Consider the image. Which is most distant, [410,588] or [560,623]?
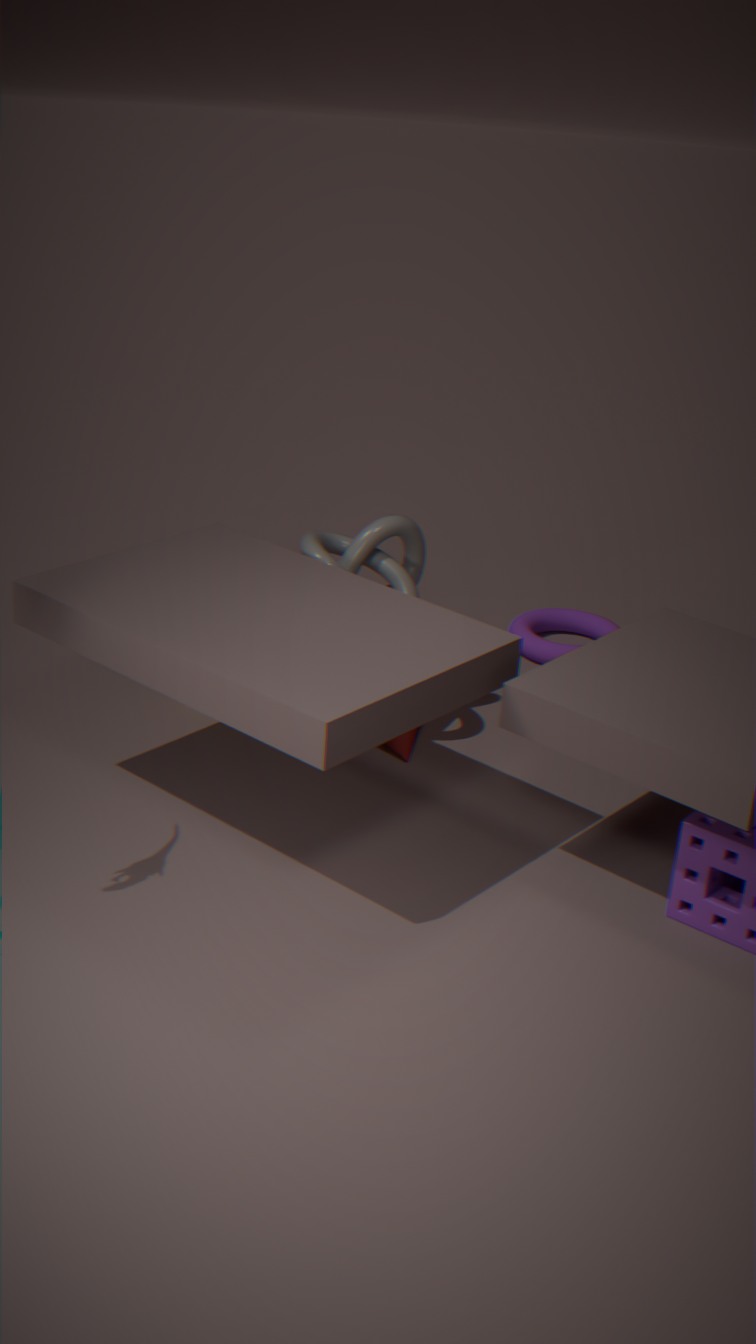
[560,623]
